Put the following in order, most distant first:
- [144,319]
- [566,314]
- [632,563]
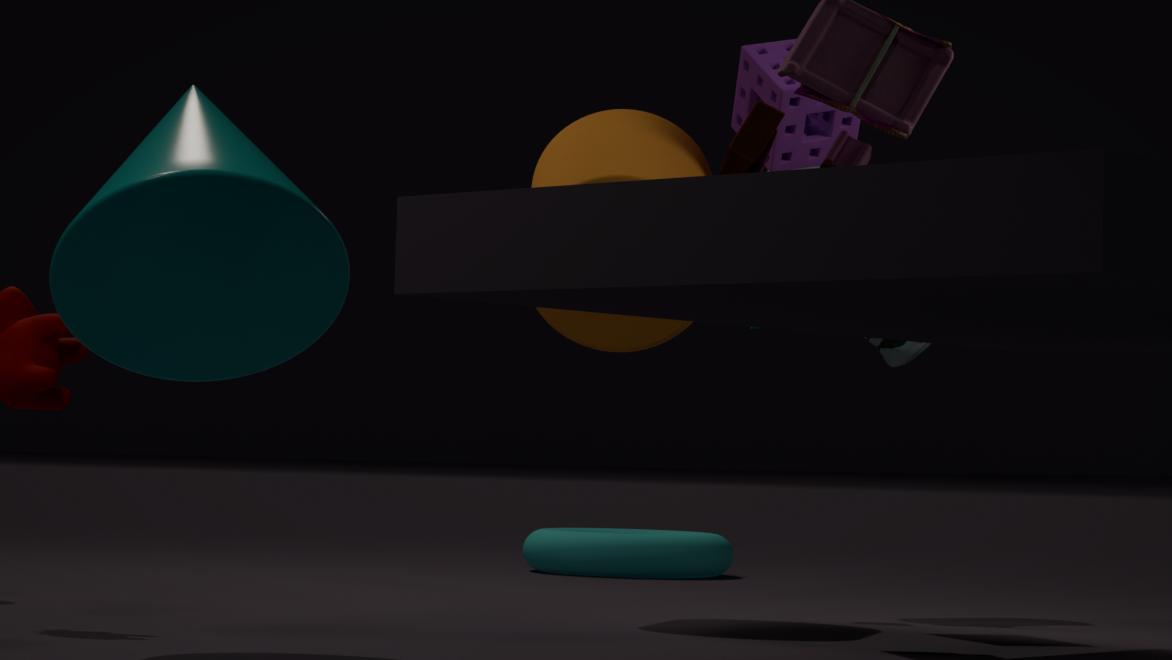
[632,563]
[566,314]
[144,319]
